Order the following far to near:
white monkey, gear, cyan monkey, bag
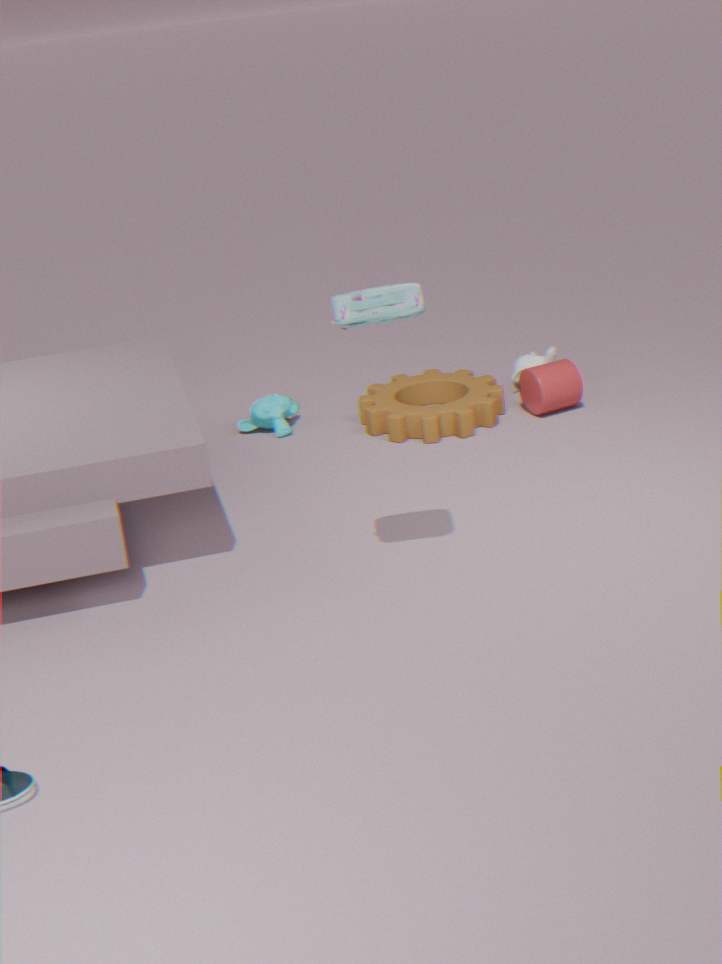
white monkey < cyan monkey < gear < bag
